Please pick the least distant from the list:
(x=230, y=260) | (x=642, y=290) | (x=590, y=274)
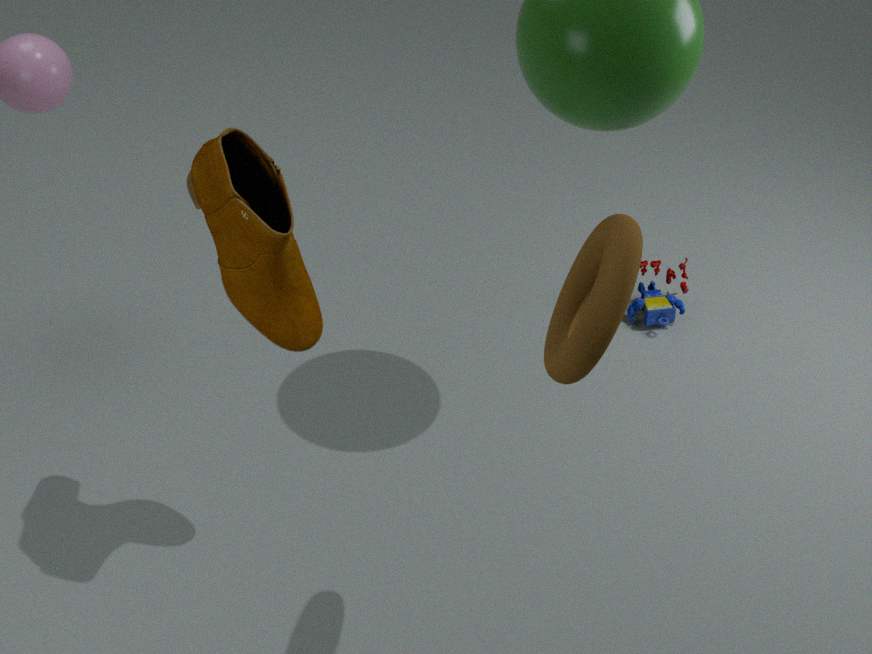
(x=590, y=274)
